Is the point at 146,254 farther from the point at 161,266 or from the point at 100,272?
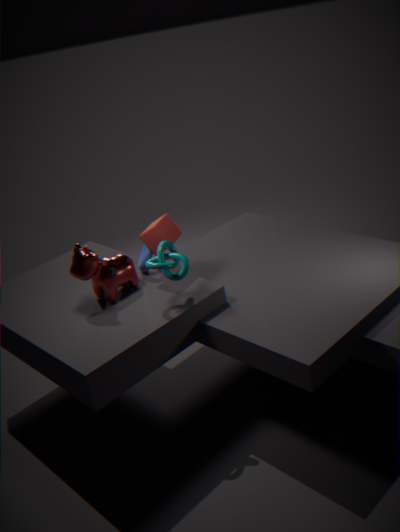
the point at 161,266
